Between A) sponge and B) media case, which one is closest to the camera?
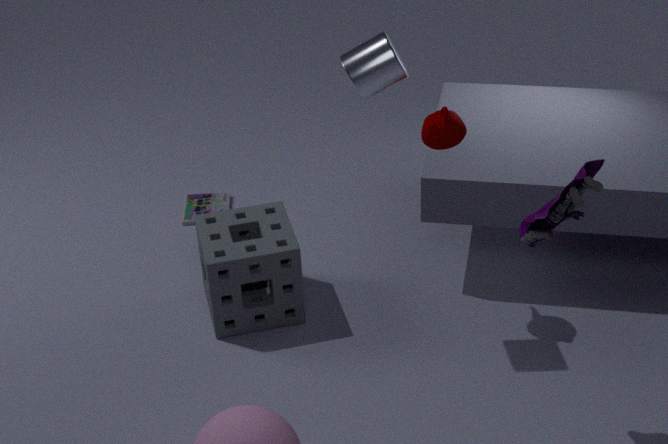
A. sponge
